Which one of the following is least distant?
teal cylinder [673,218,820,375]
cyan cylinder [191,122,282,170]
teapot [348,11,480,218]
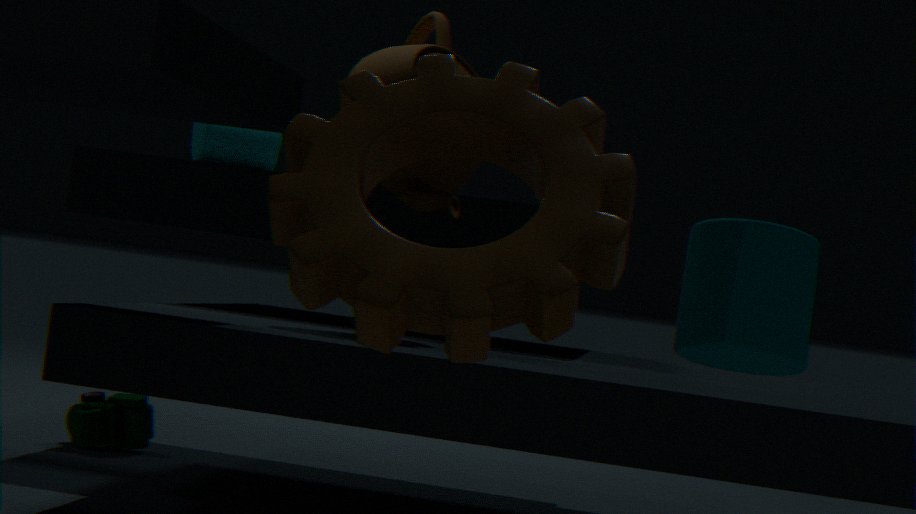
teal cylinder [673,218,820,375]
